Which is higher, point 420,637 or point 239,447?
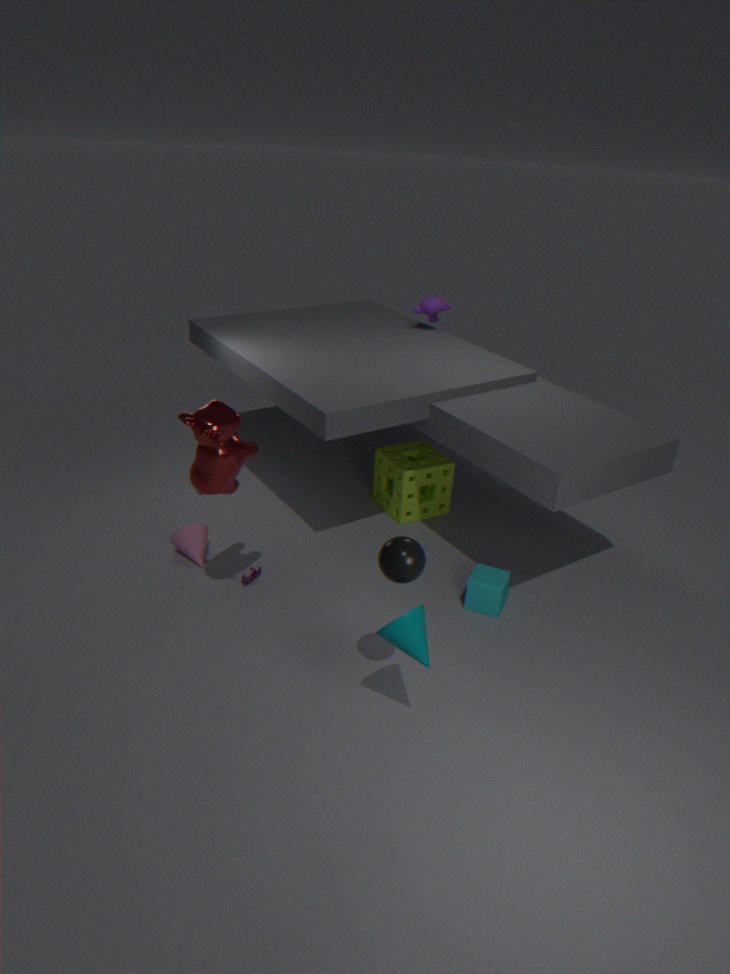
point 239,447
